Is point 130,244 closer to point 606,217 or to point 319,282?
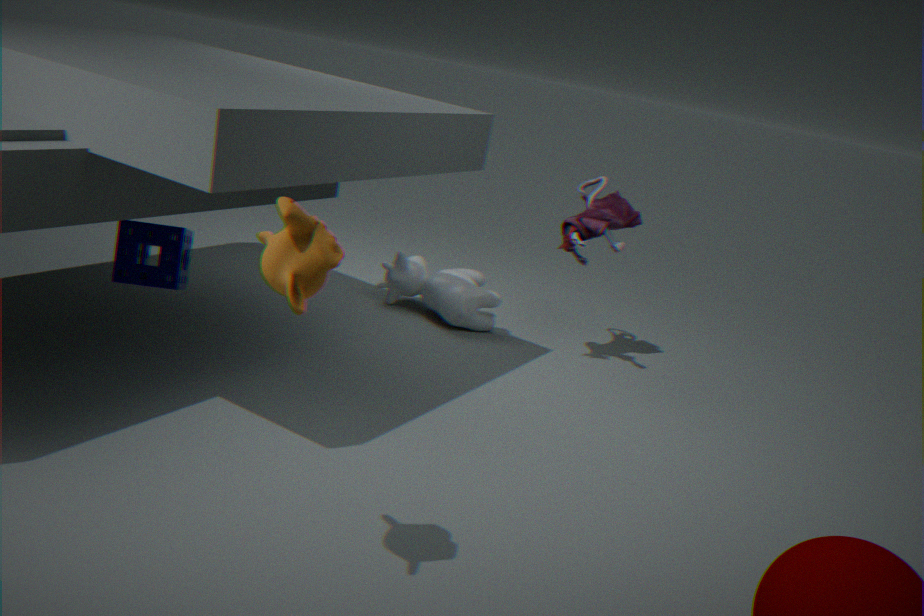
point 319,282
